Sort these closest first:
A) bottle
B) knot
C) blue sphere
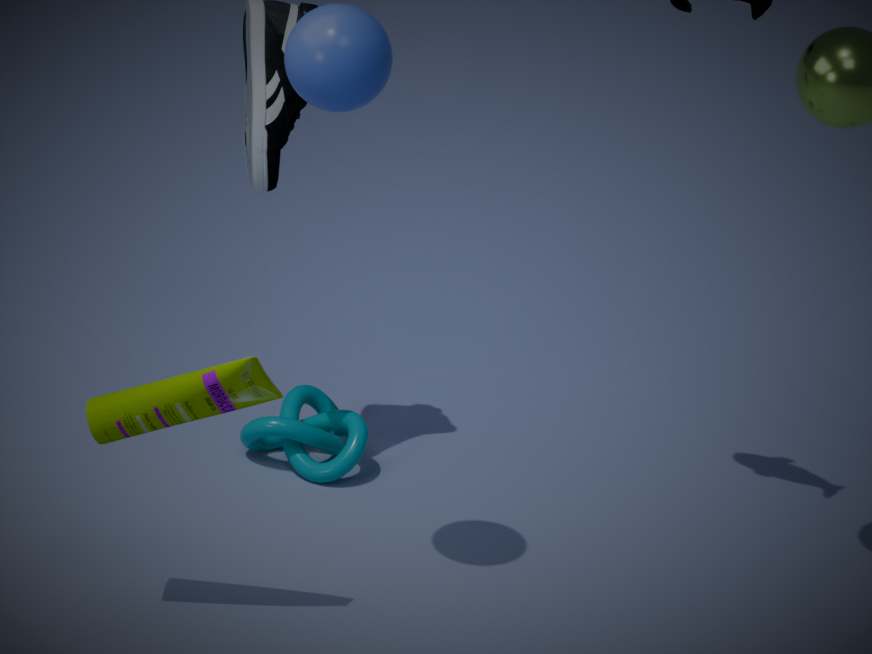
blue sphere, bottle, knot
